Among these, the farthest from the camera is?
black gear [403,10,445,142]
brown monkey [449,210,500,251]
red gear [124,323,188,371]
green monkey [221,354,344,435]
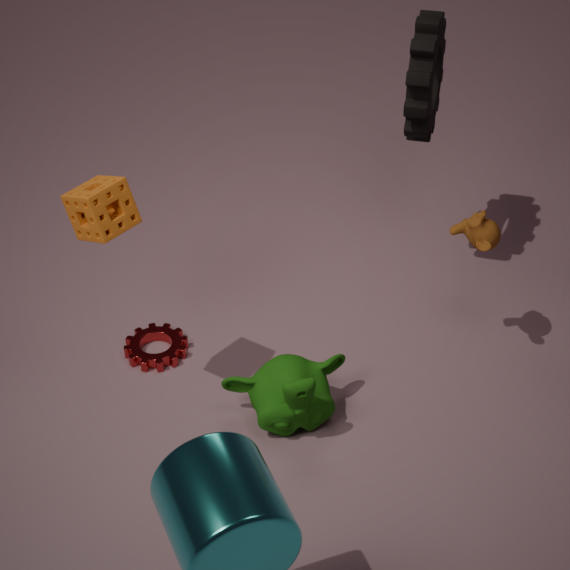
red gear [124,323,188,371]
